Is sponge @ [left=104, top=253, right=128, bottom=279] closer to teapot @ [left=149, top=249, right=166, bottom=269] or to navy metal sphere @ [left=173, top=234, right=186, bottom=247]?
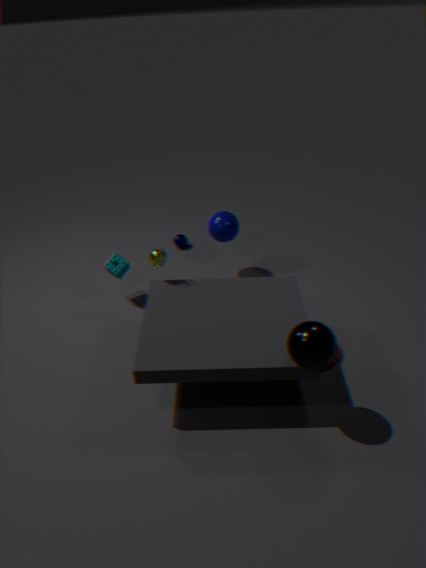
teapot @ [left=149, top=249, right=166, bottom=269]
